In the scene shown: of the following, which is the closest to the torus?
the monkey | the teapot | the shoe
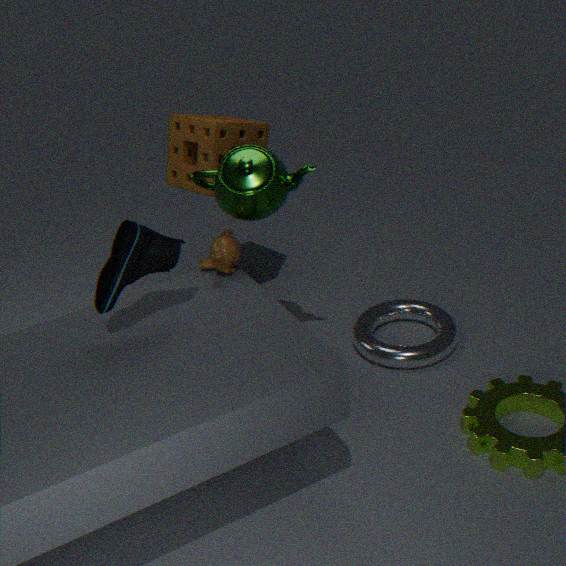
the monkey
